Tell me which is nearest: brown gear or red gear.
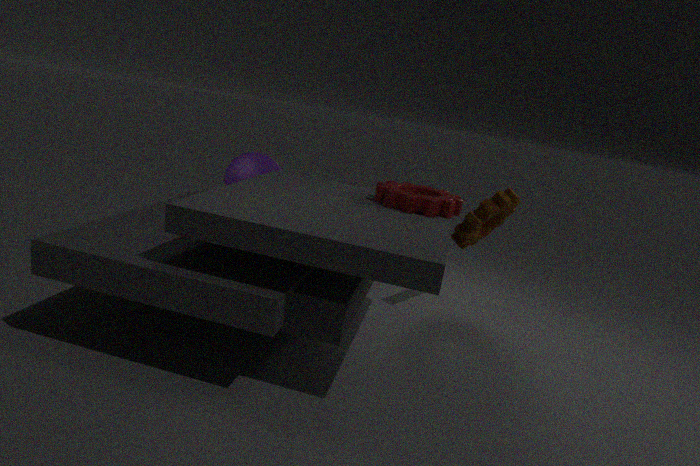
red gear
